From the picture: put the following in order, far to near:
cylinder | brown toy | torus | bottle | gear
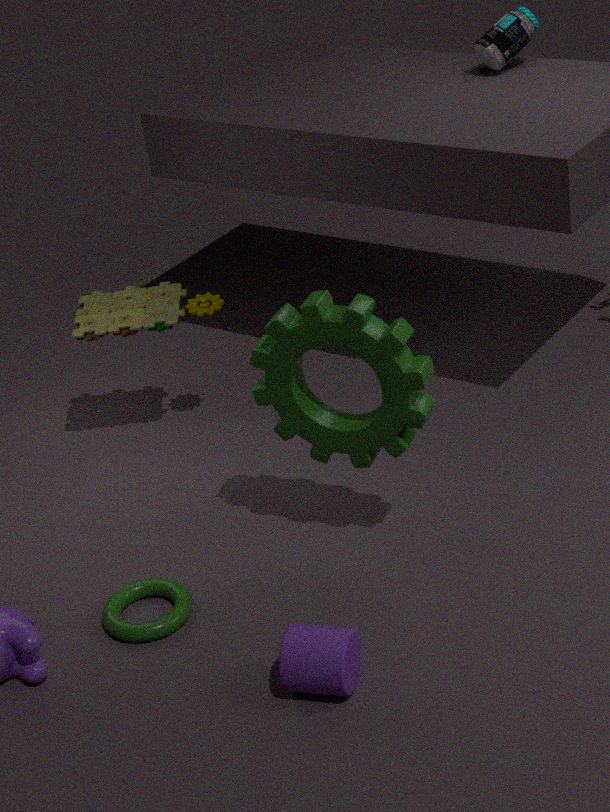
1. bottle
2. brown toy
3. torus
4. gear
5. cylinder
